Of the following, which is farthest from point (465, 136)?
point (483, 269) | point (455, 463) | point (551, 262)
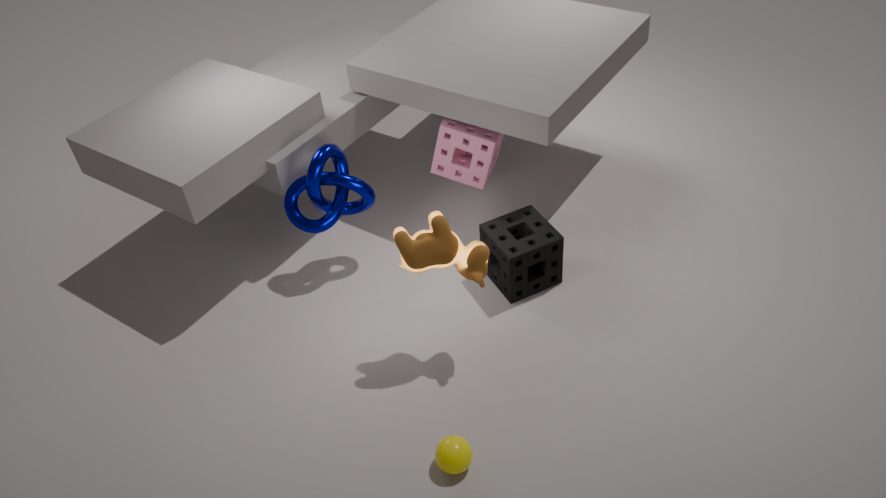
point (455, 463)
